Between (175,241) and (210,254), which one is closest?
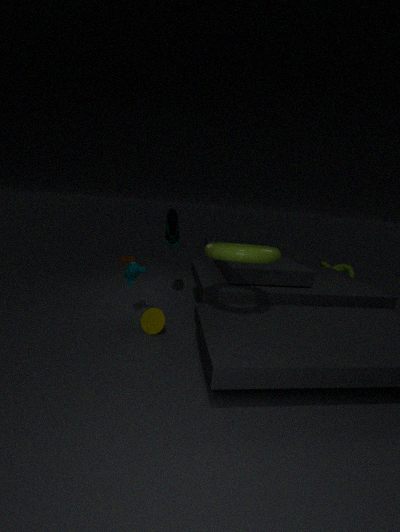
(210,254)
